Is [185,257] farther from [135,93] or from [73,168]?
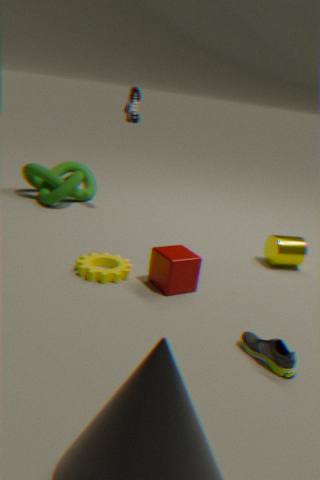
[73,168]
